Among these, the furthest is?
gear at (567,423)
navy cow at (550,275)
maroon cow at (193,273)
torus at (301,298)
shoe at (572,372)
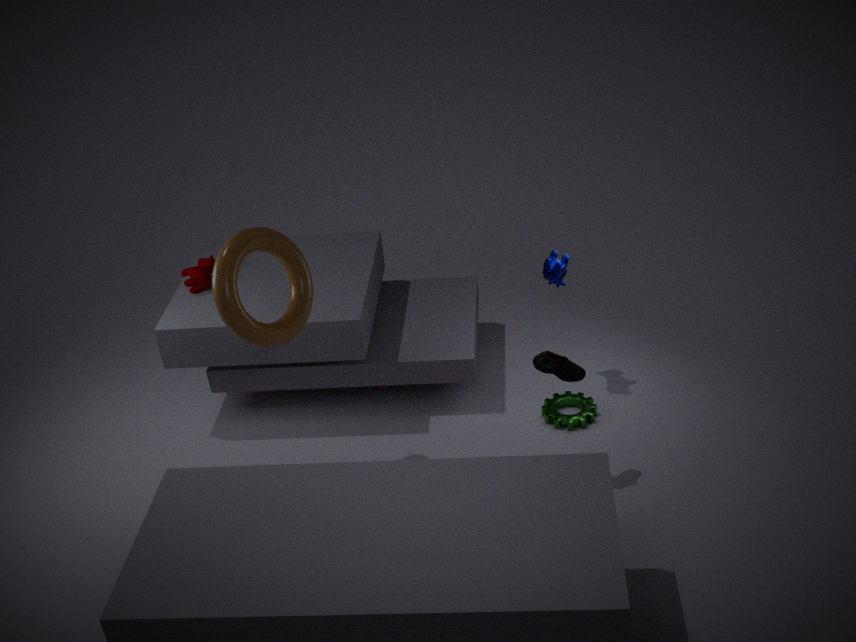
maroon cow at (193,273)
